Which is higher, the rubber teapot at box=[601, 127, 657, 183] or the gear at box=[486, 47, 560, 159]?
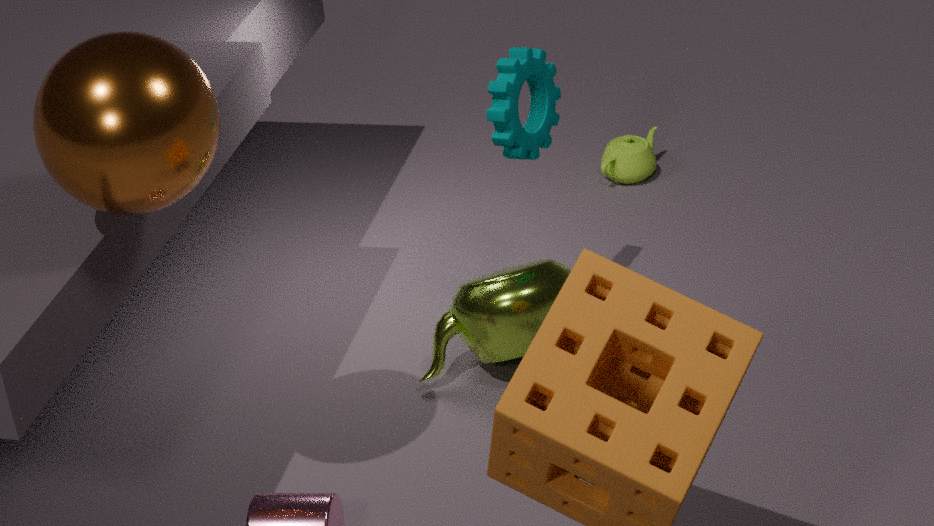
the gear at box=[486, 47, 560, 159]
